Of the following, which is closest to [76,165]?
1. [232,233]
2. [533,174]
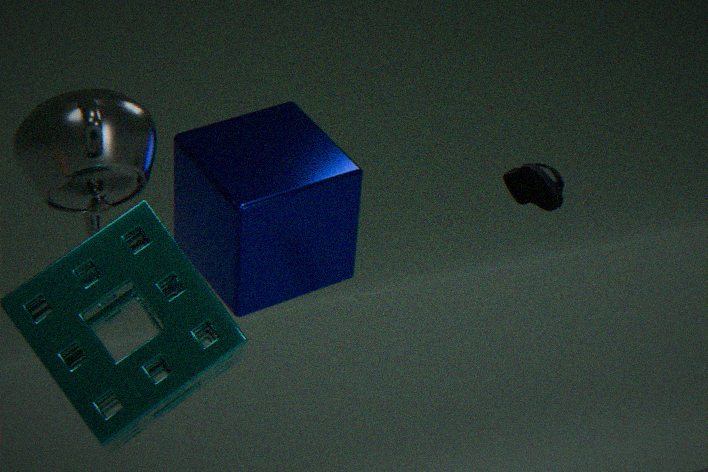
[232,233]
